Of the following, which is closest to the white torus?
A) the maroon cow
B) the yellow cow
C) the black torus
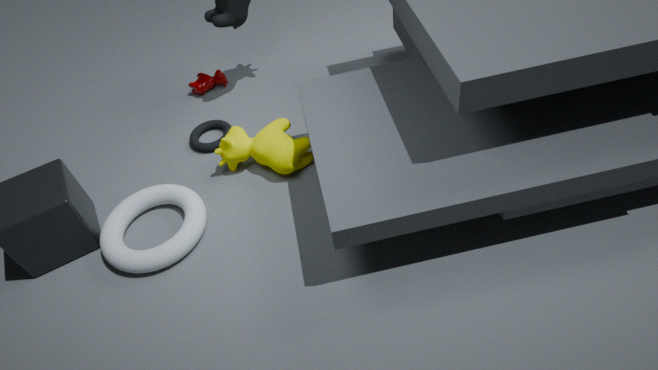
the yellow cow
